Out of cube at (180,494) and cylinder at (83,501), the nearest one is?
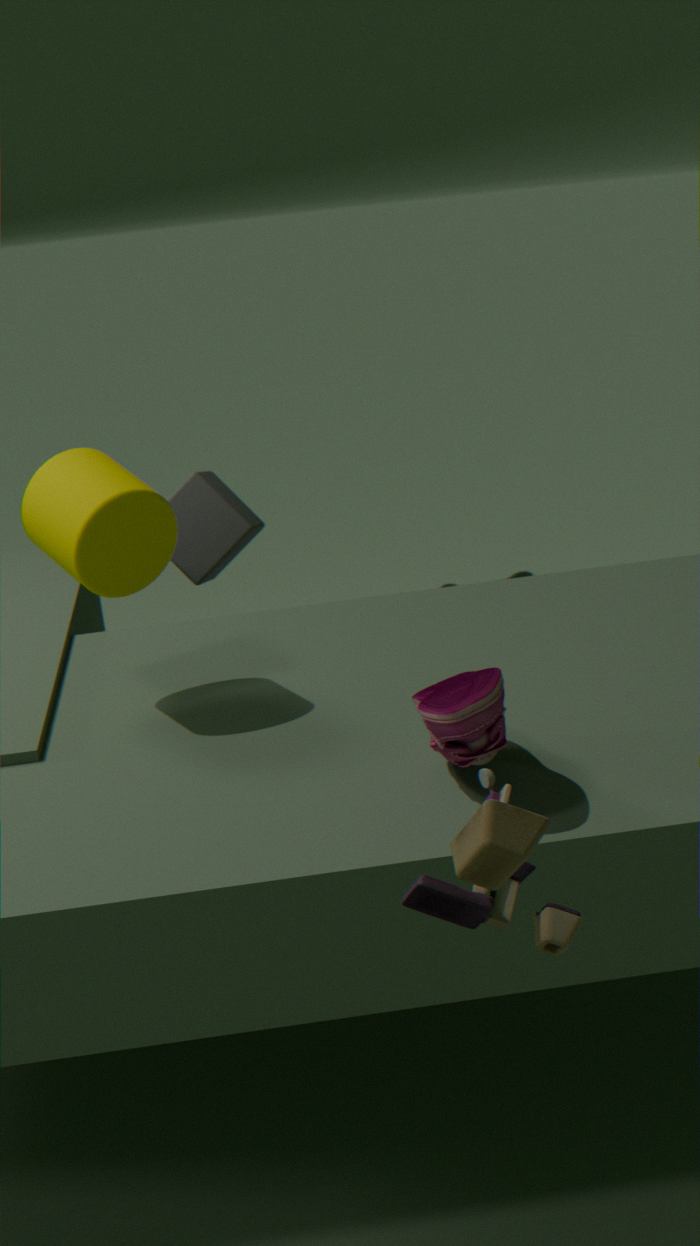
cylinder at (83,501)
